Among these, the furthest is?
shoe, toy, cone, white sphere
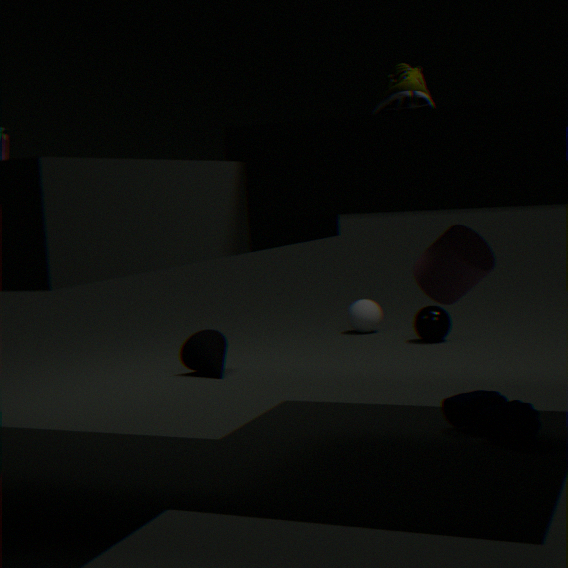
white sphere
